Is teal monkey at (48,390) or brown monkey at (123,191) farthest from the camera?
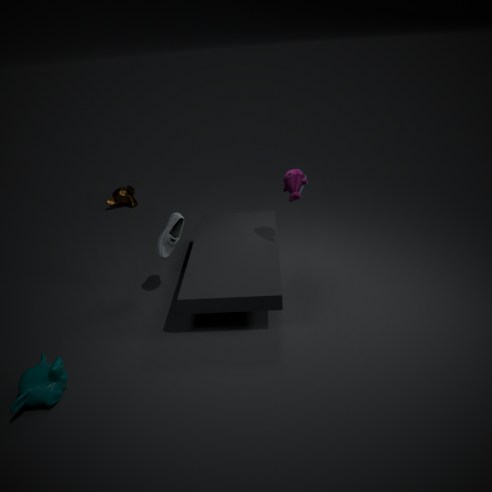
brown monkey at (123,191)
